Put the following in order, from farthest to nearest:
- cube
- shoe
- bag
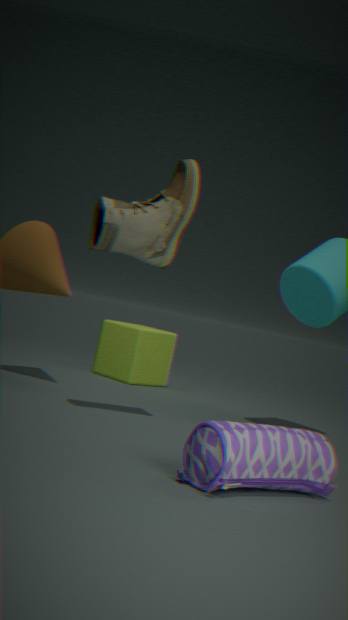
1. cube
2. shoe
3. bag
